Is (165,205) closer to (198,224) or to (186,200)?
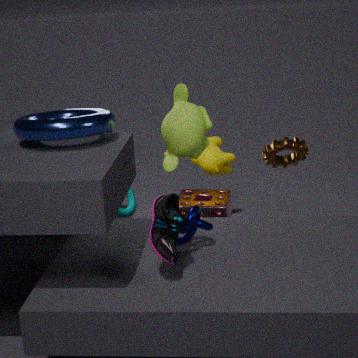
(198,224)
